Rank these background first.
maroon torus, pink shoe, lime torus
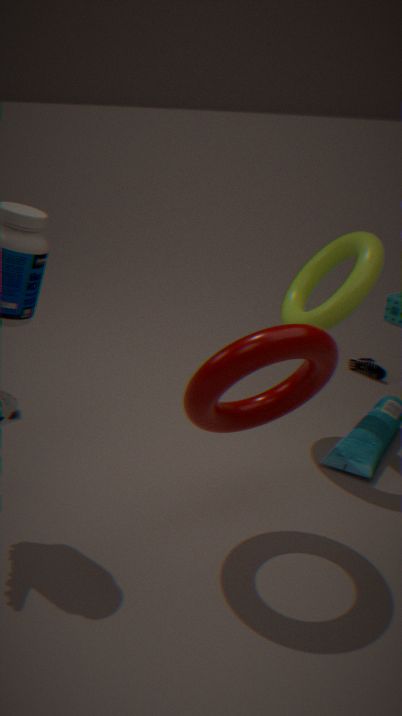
pink shoe → lime torus → maroon torus
